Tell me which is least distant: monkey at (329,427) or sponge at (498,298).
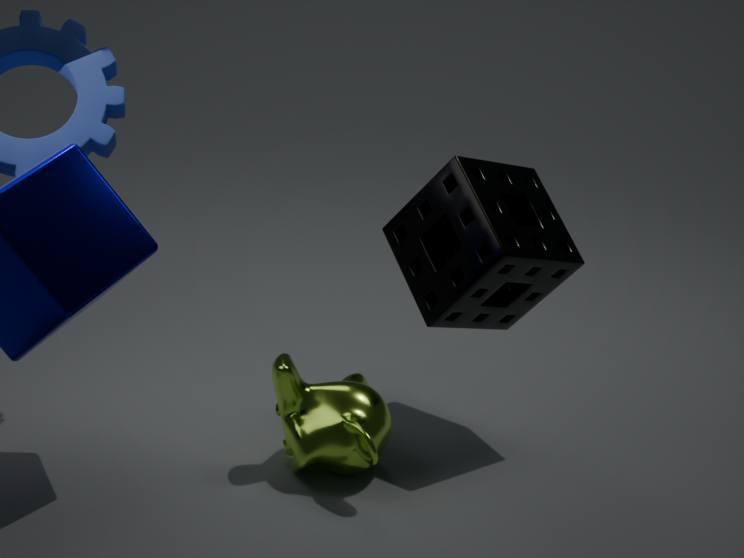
monkey at (329,427)
